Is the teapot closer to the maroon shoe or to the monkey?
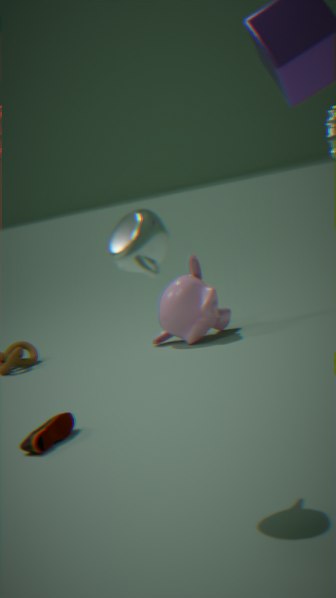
the maroon shoe
